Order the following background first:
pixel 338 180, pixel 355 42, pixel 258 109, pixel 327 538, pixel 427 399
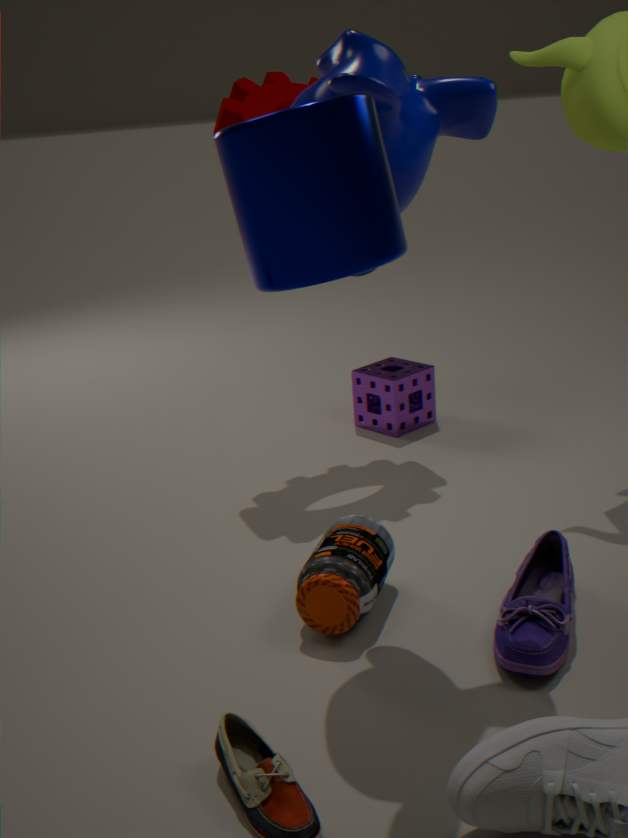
pixel 427 399, pixel 258 109, pixel 327 538, pixel 355 42, pixel 338 180
